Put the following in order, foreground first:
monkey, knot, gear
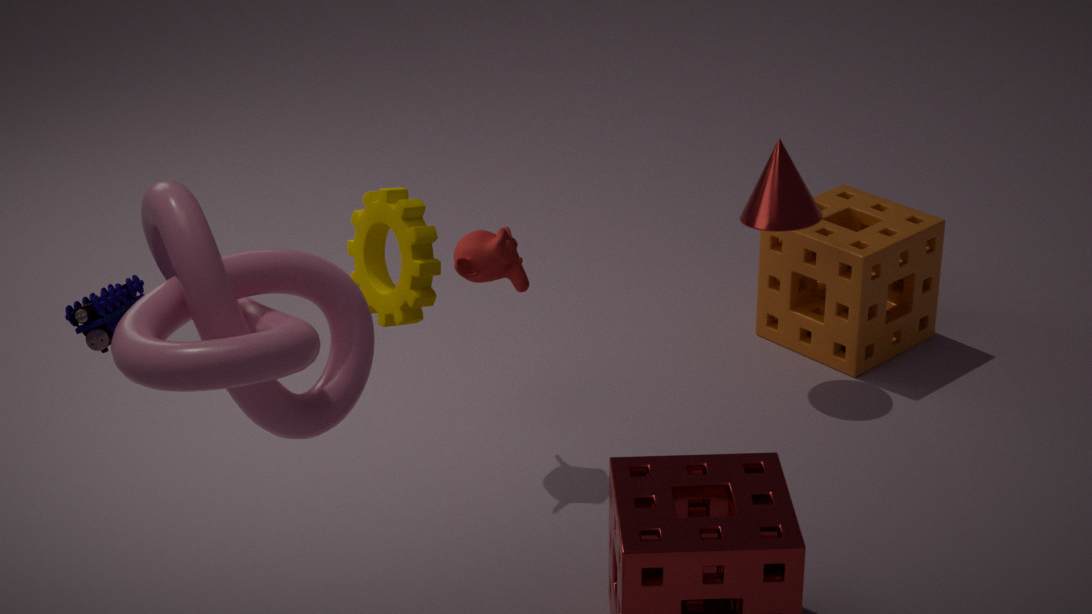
1. knot
2. gear
3. monkey
